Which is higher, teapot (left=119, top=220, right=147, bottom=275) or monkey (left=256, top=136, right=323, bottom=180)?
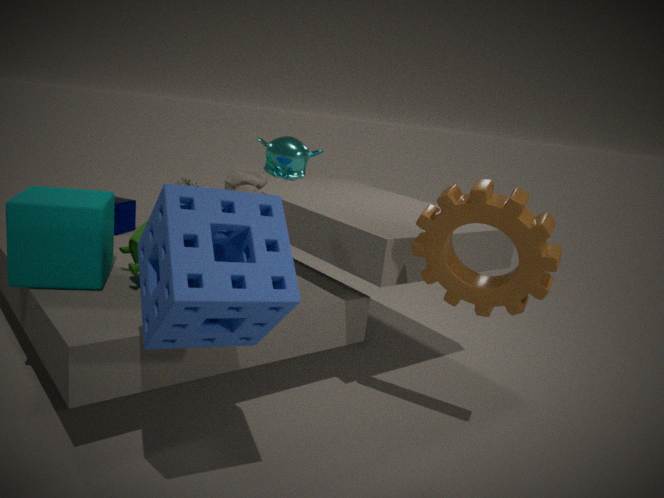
monkey (left=256, top=136, right=323, bottom=180)
